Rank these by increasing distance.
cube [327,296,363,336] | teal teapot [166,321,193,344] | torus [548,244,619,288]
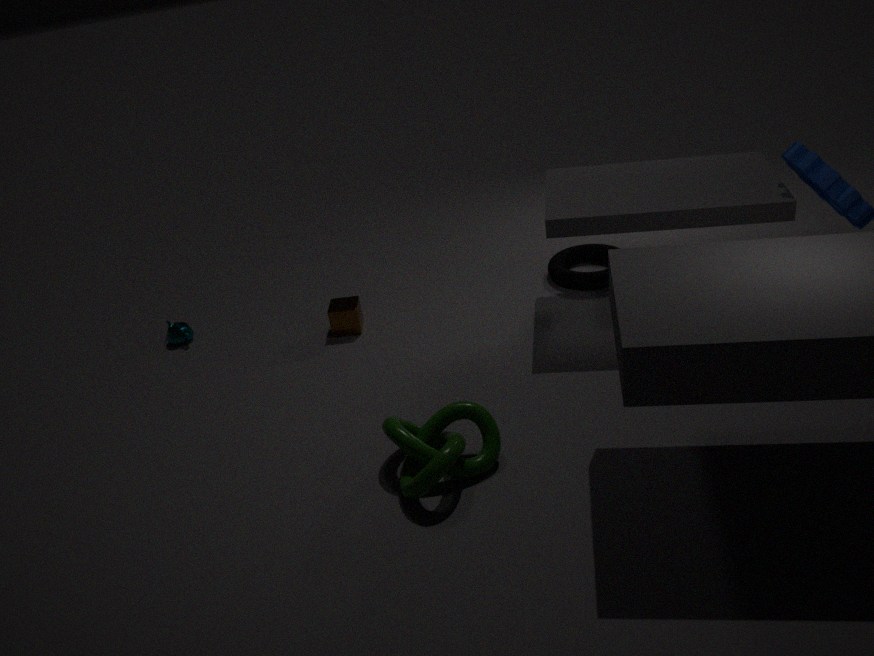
cube [327,296,363,336] < torus [548,244,619,288] < teal teapot [166,321,193,344]
